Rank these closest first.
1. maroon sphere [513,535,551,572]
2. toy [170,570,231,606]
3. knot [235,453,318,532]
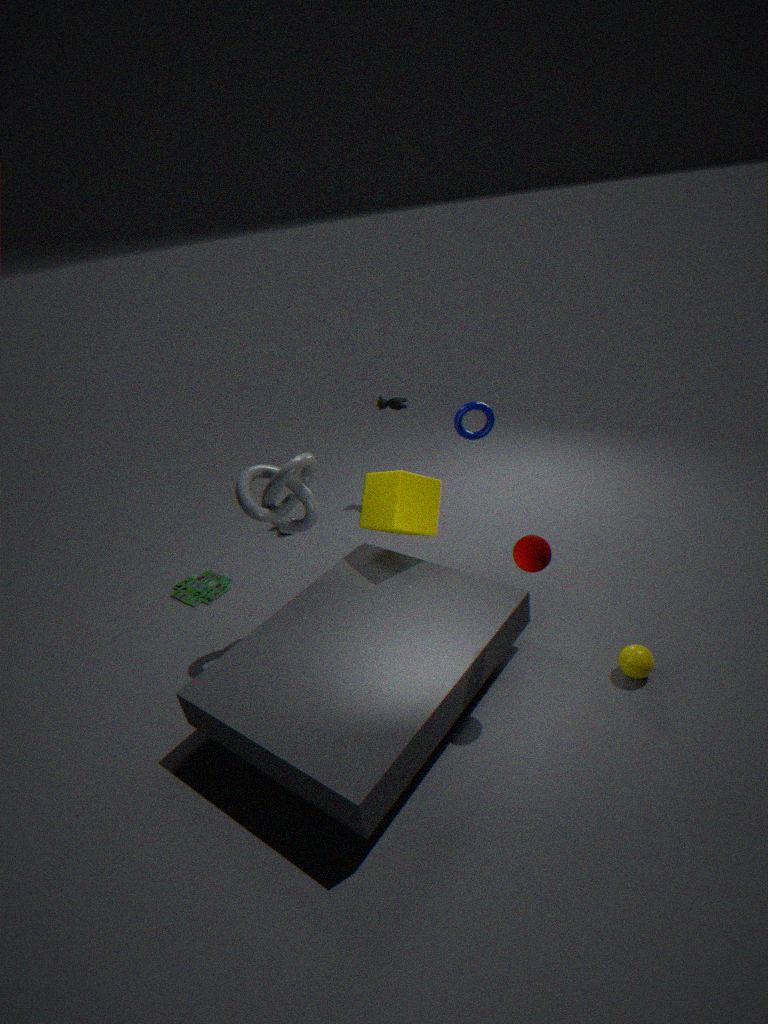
maroon sphere [513,535,551,572], knot [235,453,318,532], toy [170,570,231,606]
